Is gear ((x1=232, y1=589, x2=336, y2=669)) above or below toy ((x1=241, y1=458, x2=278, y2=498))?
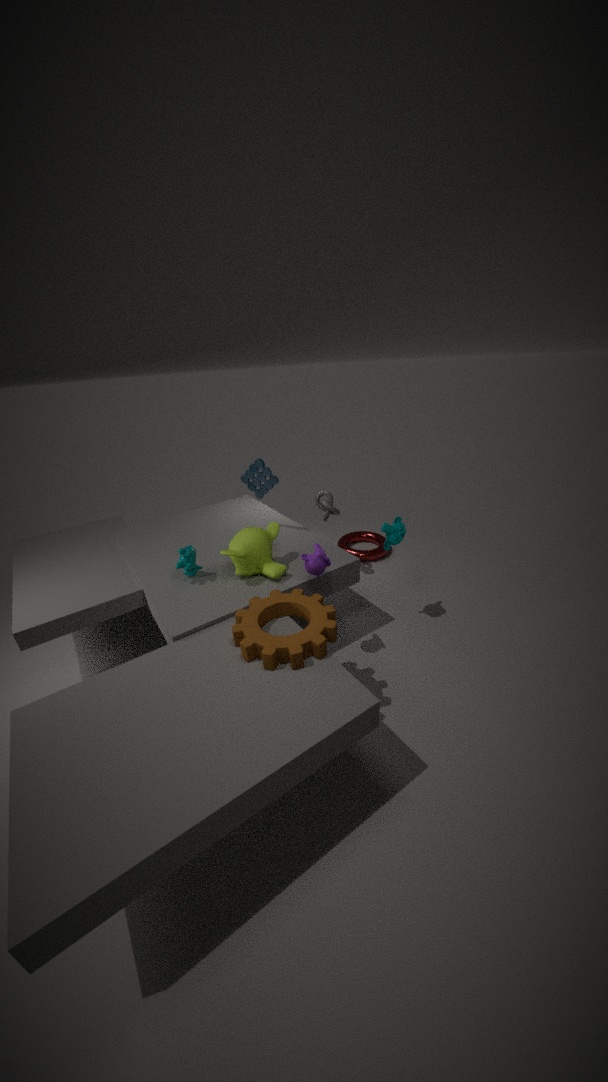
below
